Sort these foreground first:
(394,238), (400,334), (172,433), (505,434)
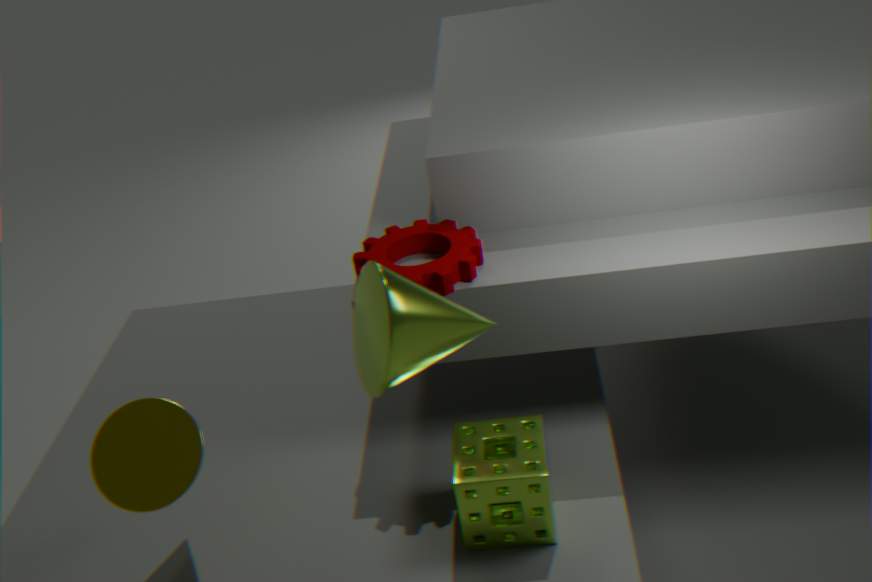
(400,334), (172,433), (505,434), (394,238)
